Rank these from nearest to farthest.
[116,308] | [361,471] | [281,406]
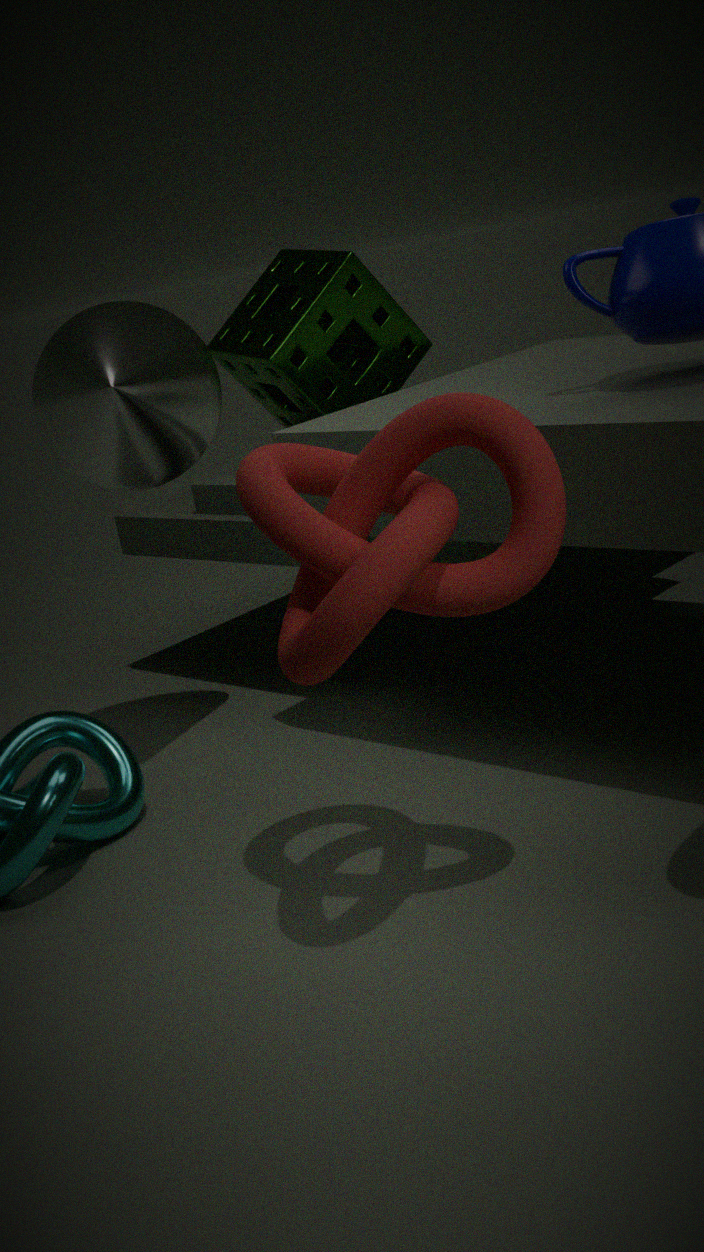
[361,471] < [116,308] < [281,406]
